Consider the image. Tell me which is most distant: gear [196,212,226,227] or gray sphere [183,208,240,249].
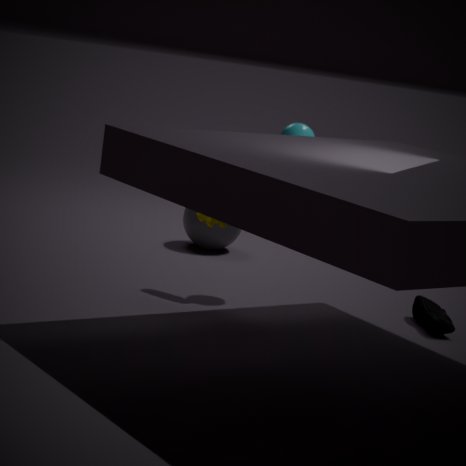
gray sphere [183,208,240,249]
